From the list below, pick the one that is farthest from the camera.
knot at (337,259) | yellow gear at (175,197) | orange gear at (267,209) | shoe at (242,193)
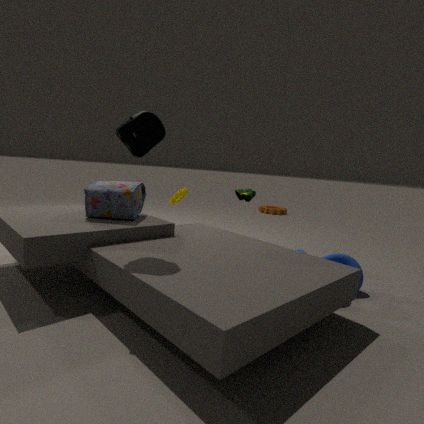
orange gear at (267,209)
